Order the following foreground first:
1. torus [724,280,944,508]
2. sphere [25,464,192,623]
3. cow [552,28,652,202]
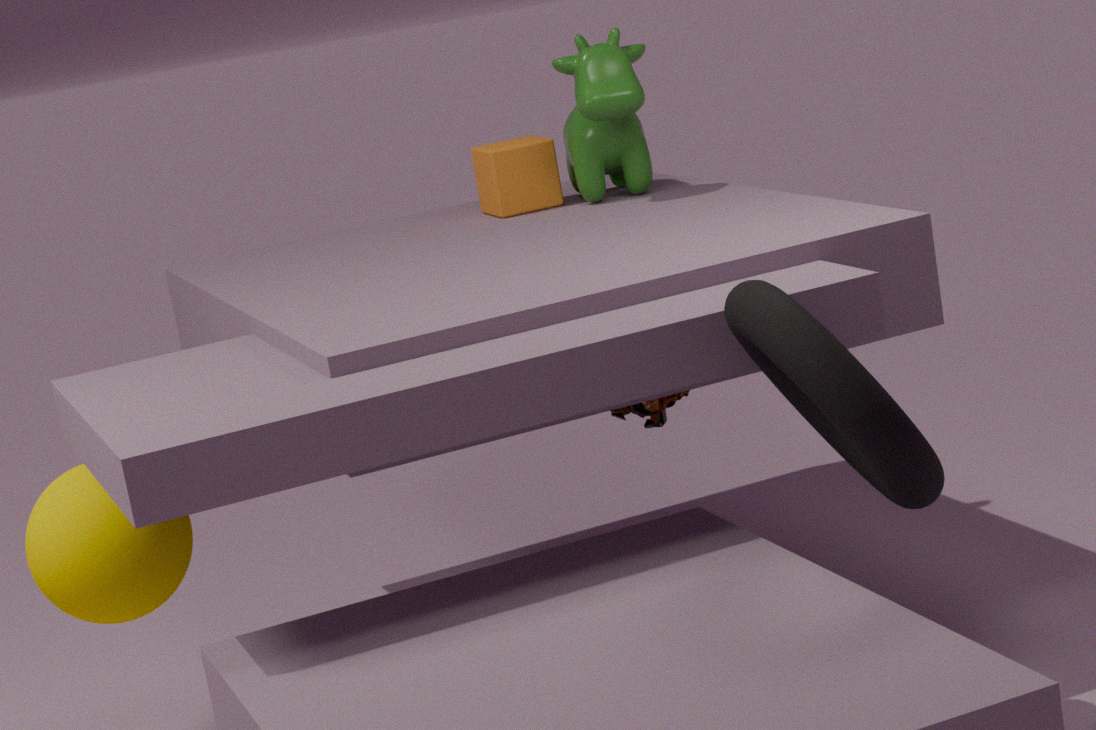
1. torus [724,280,944,508]
2. sphere [25,464,192,623]
3. cow [552,28,652,202]
